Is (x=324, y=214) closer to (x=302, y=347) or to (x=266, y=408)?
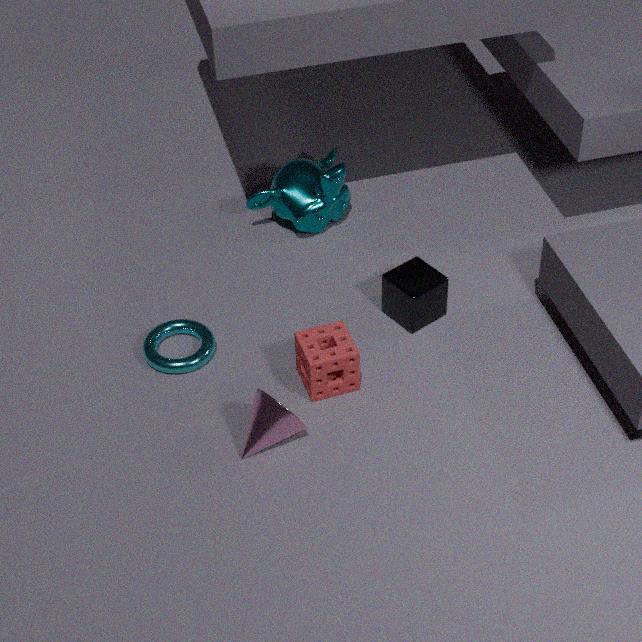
(x=302, y=347)
